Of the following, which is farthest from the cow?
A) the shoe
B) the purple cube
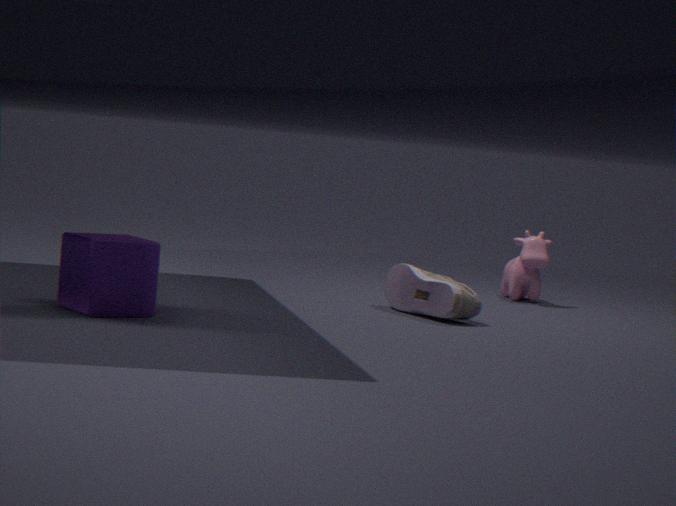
the purple cube
